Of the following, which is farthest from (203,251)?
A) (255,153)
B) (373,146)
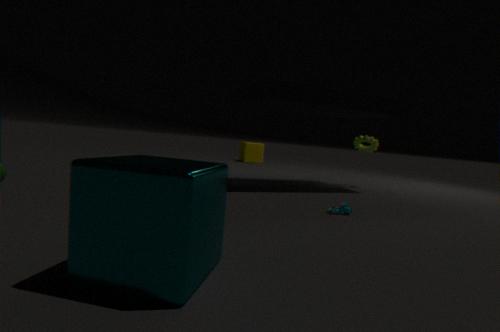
(255,153)
